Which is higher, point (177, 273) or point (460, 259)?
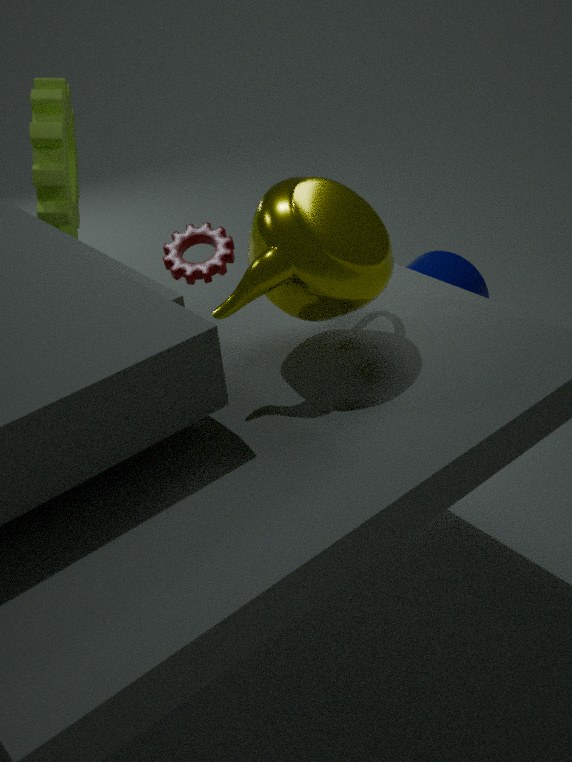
point (177, 273)
